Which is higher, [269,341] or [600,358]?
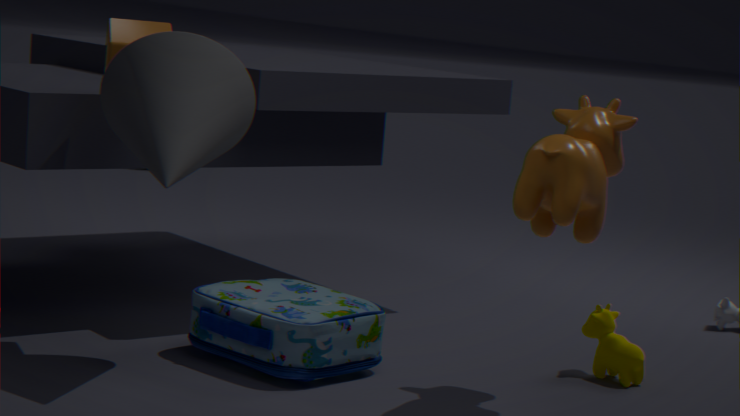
[269,341]
